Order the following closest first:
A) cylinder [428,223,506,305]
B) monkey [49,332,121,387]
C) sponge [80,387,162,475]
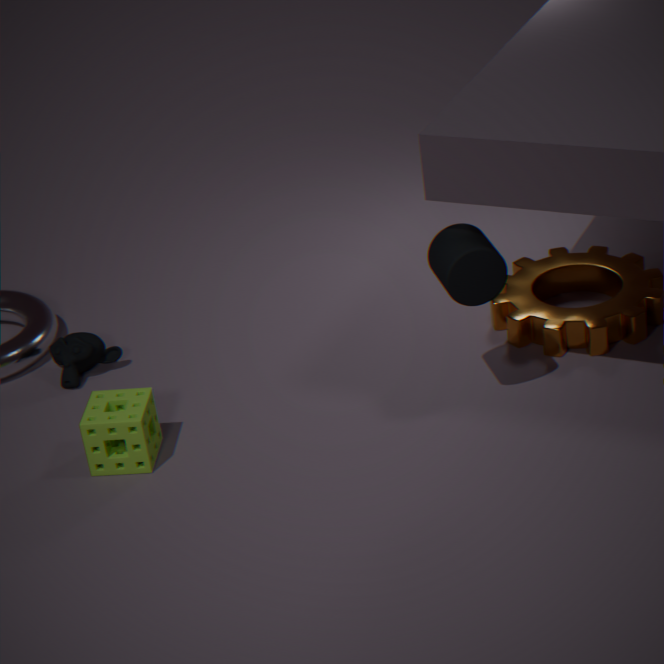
cylinder [428,223,506,305] < sponge [80,387,162,475] < monkey [49,332,121,387]
